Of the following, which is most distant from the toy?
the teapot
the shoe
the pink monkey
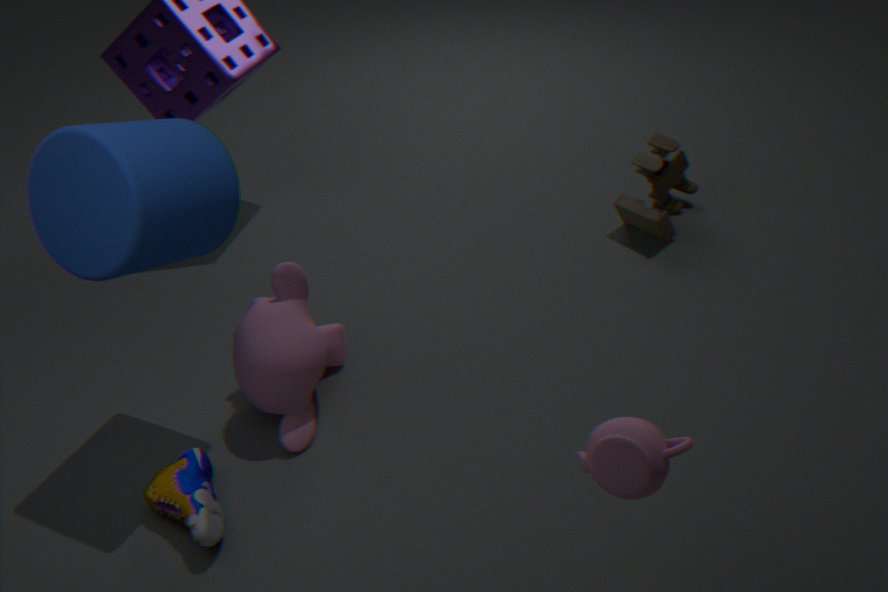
the shoe
